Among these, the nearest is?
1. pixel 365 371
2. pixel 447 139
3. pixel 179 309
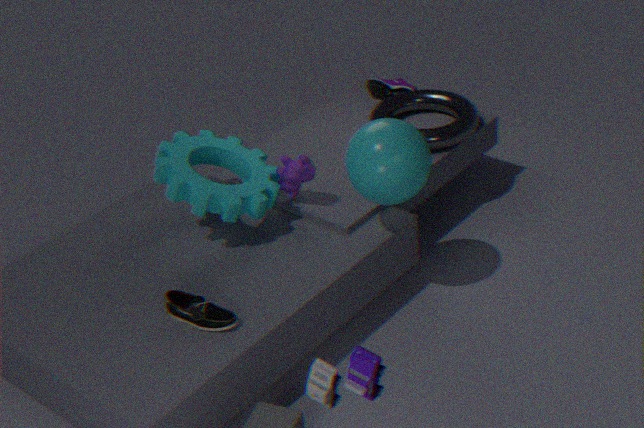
pixel 365 371
